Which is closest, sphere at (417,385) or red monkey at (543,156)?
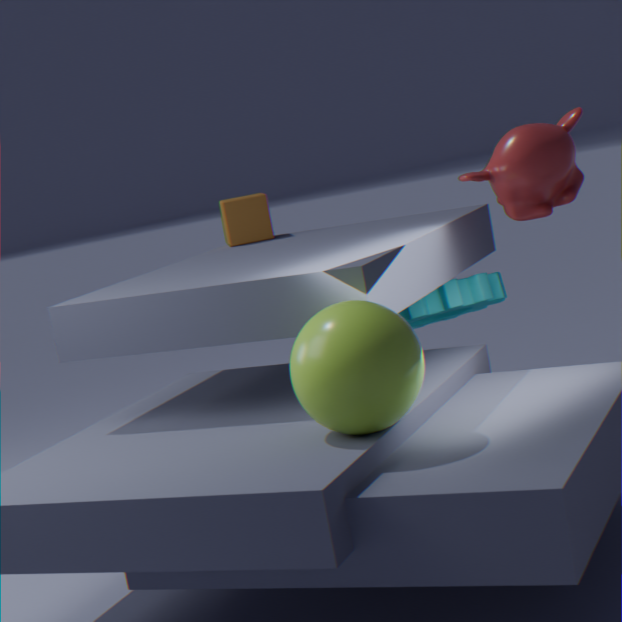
sphere at (417,385)
